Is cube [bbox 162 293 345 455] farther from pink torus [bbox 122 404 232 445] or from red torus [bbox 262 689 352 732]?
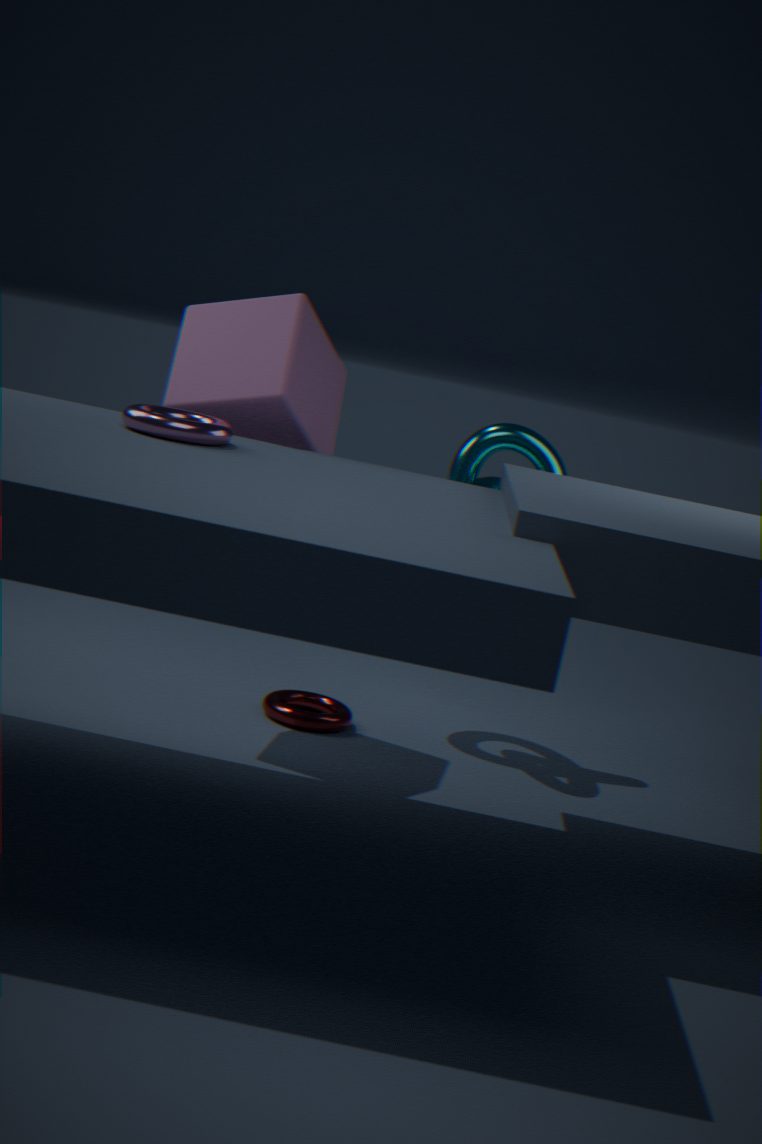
red torus [bbox 262 689 352 732]
